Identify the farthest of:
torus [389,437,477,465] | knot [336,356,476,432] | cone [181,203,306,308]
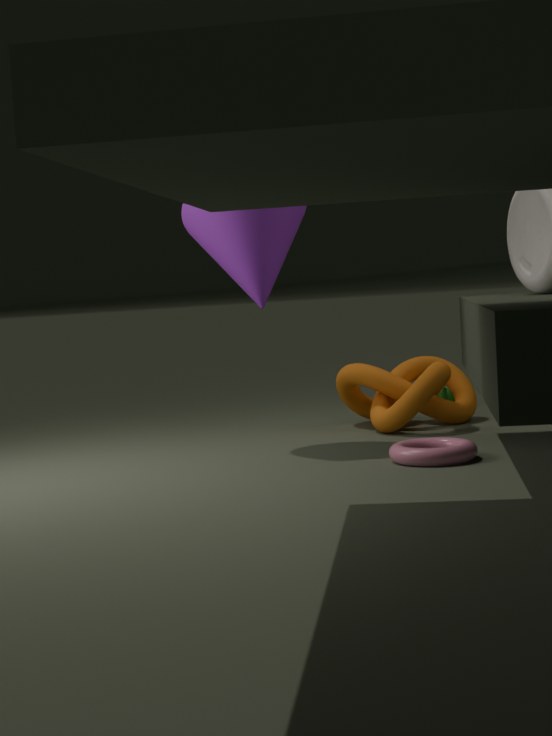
knot [336,356,476,432]
